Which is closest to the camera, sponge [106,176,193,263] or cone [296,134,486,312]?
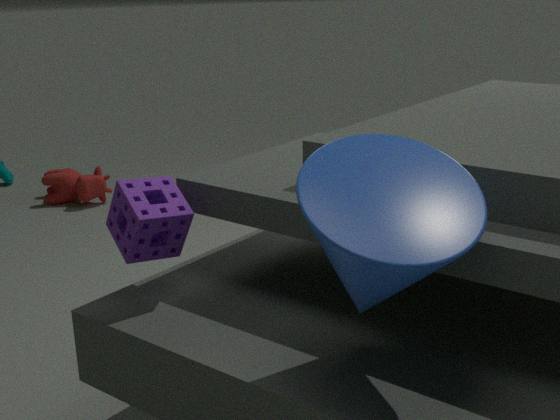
cone [296,134,486,312]
